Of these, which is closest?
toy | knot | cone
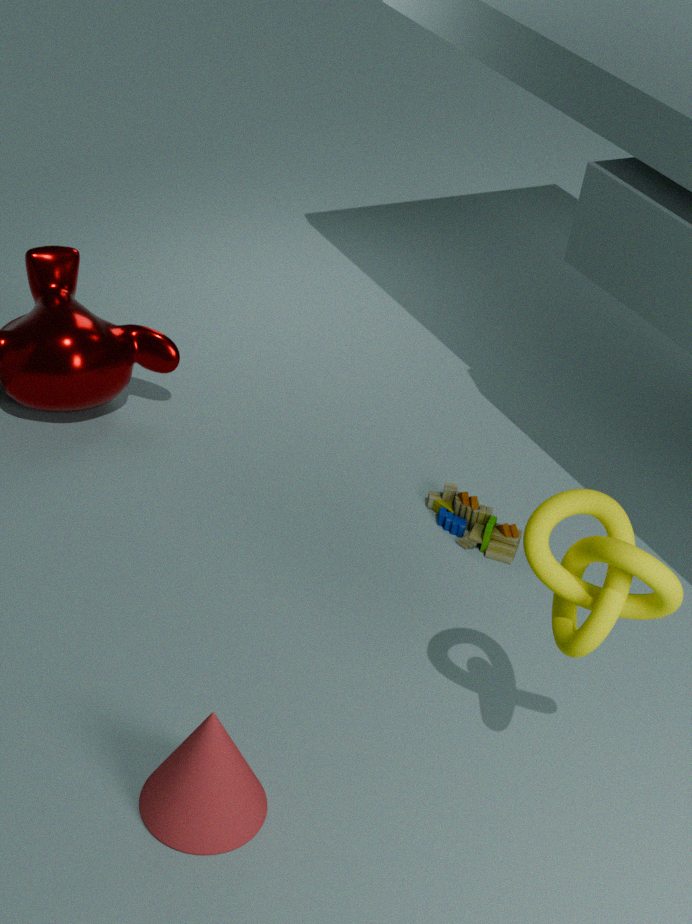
knot
